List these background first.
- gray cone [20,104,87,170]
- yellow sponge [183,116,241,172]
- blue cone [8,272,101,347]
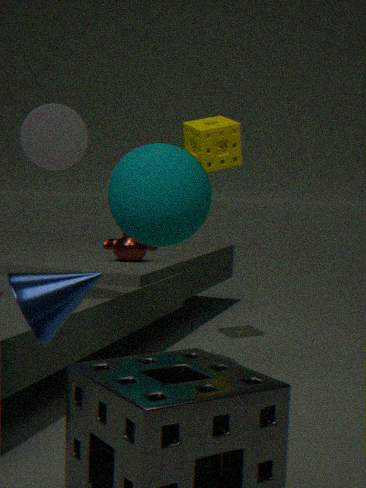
yellow sponge [183,116,241,172] → gray cone [20,104,87,170] → blue cone [8,272,101,347]
